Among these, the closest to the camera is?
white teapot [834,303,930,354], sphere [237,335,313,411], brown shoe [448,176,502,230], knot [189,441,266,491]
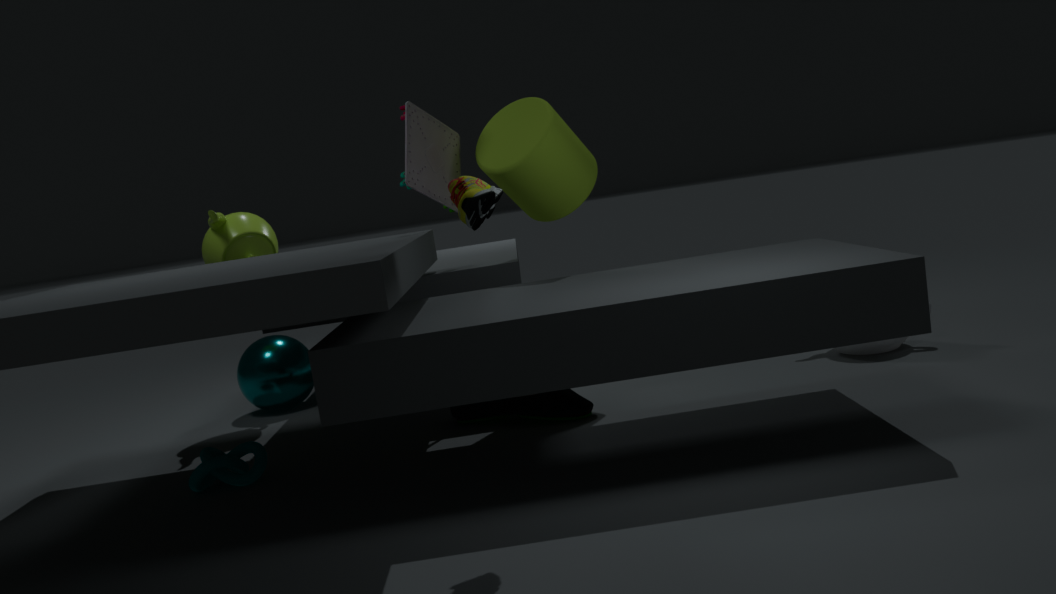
brown shoe [448,176,502,230]
